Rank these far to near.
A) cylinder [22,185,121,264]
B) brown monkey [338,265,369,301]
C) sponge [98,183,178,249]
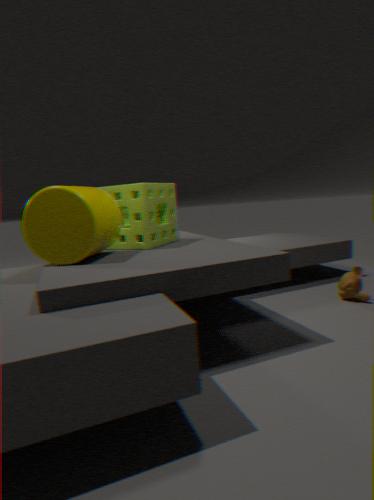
Result: brown monkey [338,265,369,301], sponge [98,183,178,249], cylinder [22,185,121,264]
